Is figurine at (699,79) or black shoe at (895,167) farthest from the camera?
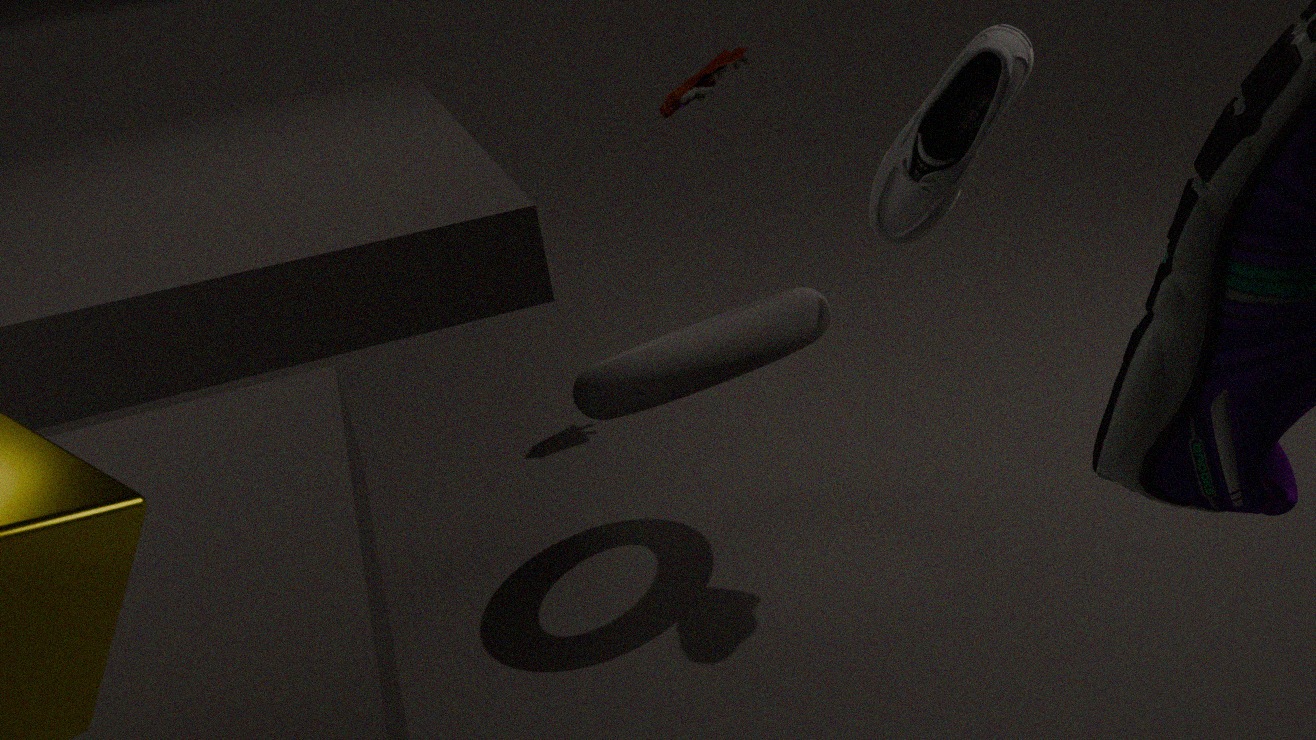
figurine at (699,79)
